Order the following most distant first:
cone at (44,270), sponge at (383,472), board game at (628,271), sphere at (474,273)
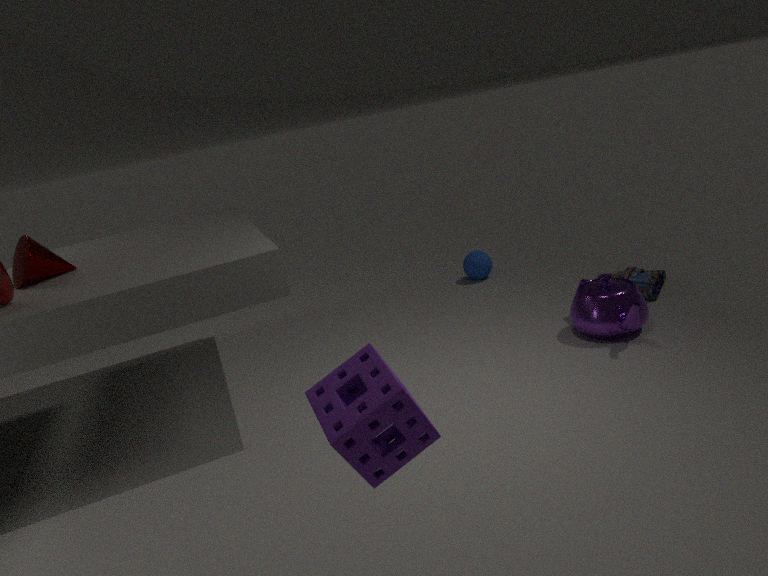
sphere at (474,273) < board game at (628,271) < cone at (44,270) < sponge at (383,472)
